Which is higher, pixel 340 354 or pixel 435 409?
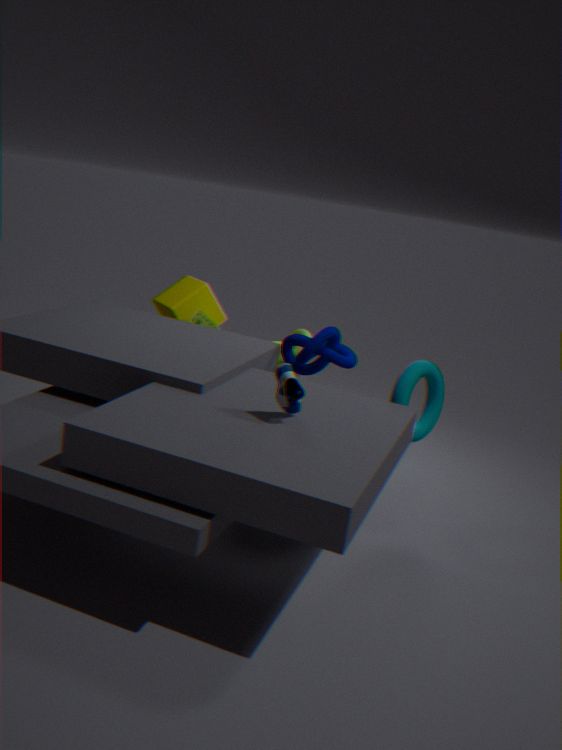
pixel 340 354
